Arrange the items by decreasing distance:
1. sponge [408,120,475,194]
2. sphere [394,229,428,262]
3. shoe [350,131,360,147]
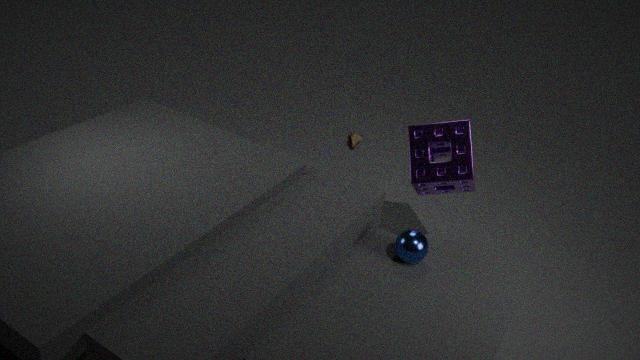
shoe [350,131,360,147]
sponge [408,120,475,194]
sphere [394,229,428,262]
